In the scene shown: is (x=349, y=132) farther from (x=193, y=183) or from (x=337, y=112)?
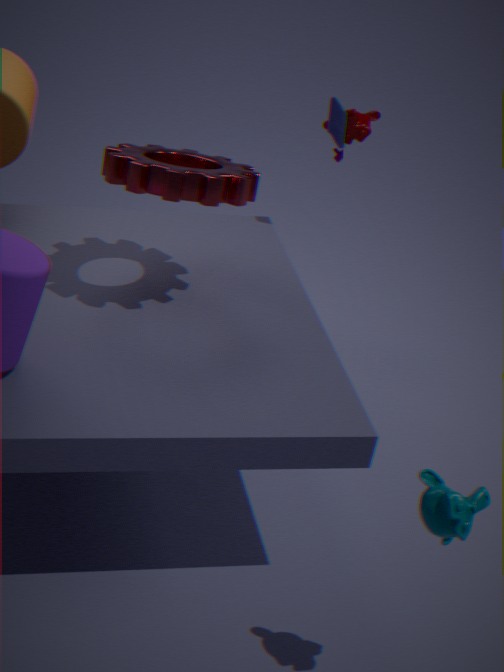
(x=193, y=183)
